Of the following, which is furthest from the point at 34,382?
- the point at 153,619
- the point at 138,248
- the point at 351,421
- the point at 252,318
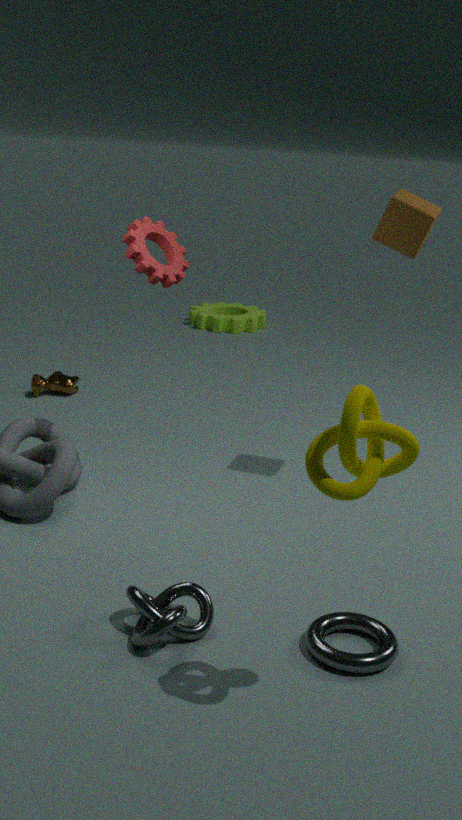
the point at 351,421
